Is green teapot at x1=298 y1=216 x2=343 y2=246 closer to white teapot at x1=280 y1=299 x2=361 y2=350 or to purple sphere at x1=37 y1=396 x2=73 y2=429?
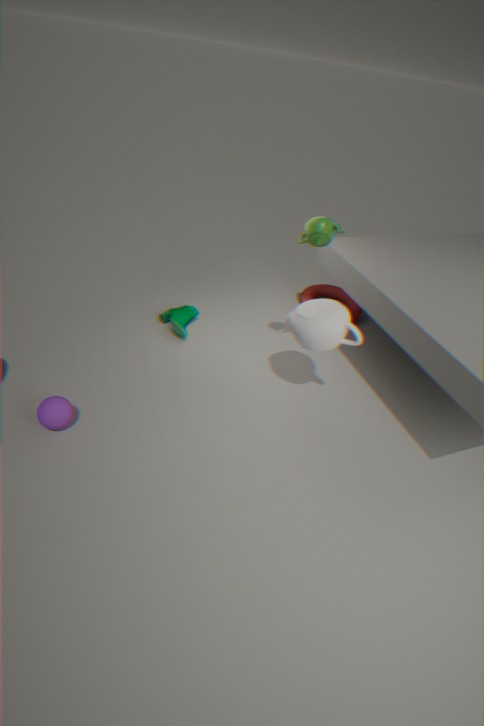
white teapot at x1=280 y1=299 x2=361 y2=350
